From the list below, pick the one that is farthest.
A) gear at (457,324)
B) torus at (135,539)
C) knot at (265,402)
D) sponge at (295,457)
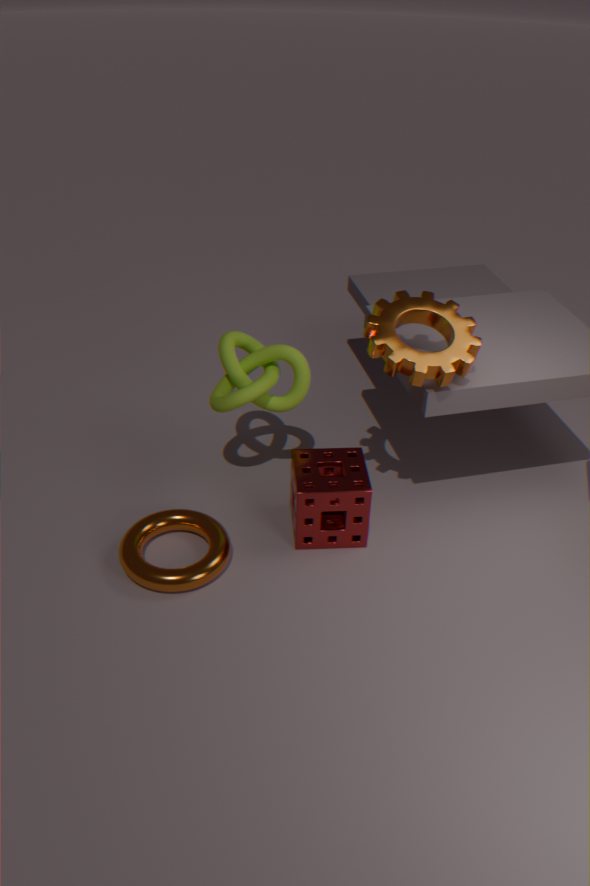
knot at (265,402)
